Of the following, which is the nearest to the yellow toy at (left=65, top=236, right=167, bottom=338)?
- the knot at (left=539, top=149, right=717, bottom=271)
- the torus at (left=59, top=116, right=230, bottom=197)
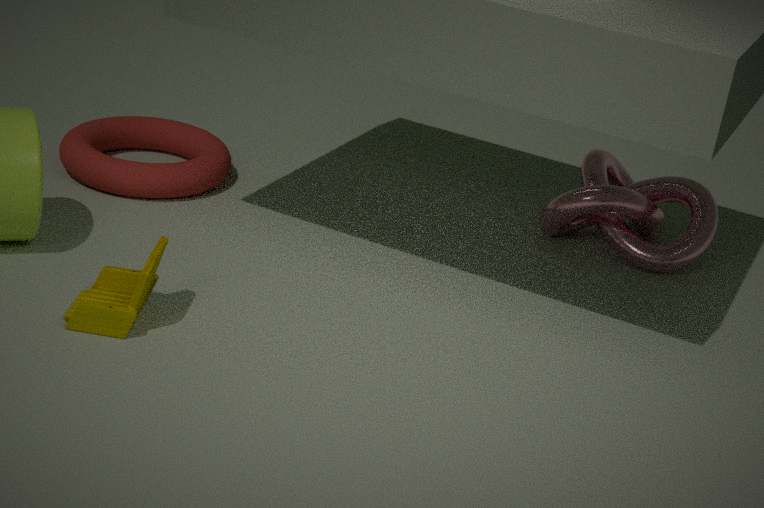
the torus at (left=59, top=116, right=230, bottom=197)
